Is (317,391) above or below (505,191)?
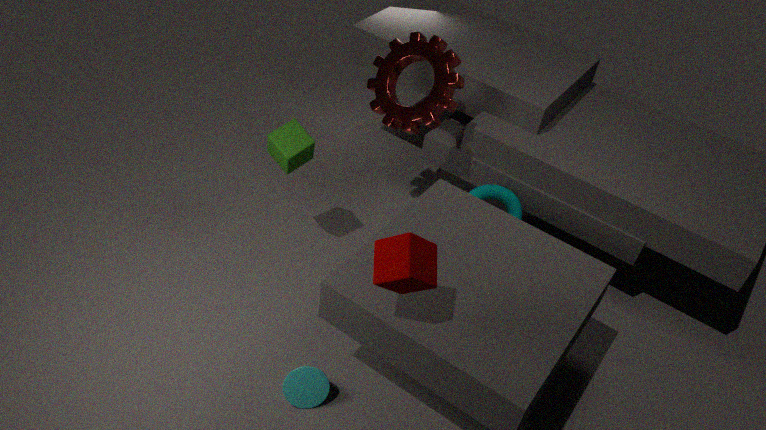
below
